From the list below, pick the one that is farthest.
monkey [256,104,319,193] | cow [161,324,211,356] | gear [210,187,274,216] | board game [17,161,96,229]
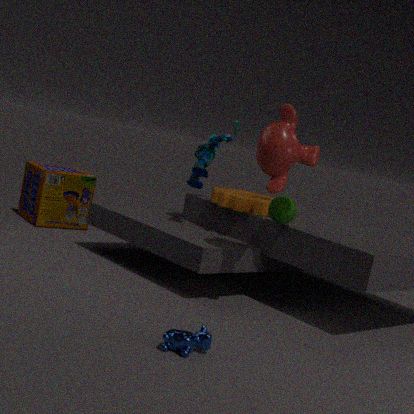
board game [17,161,96,229]
